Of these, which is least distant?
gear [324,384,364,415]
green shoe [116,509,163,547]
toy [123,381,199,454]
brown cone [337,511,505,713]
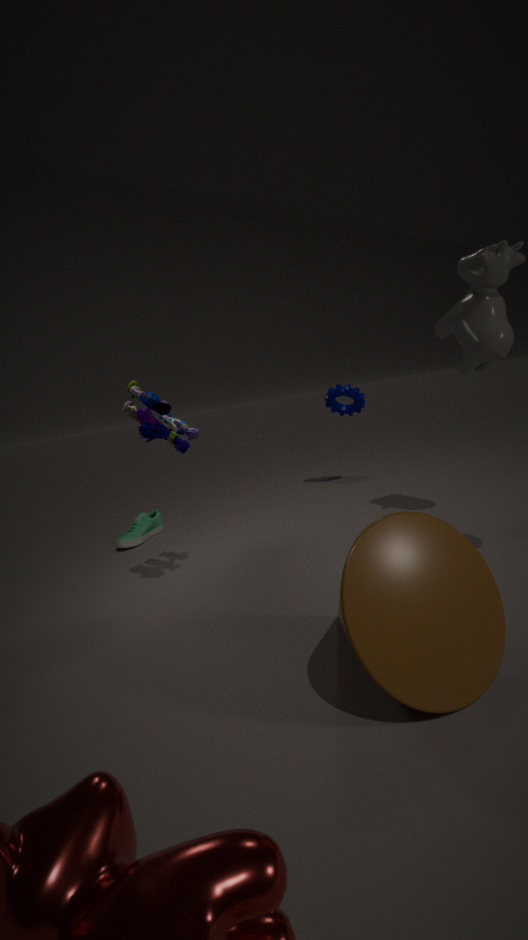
brown cone [337,511,505,713]
